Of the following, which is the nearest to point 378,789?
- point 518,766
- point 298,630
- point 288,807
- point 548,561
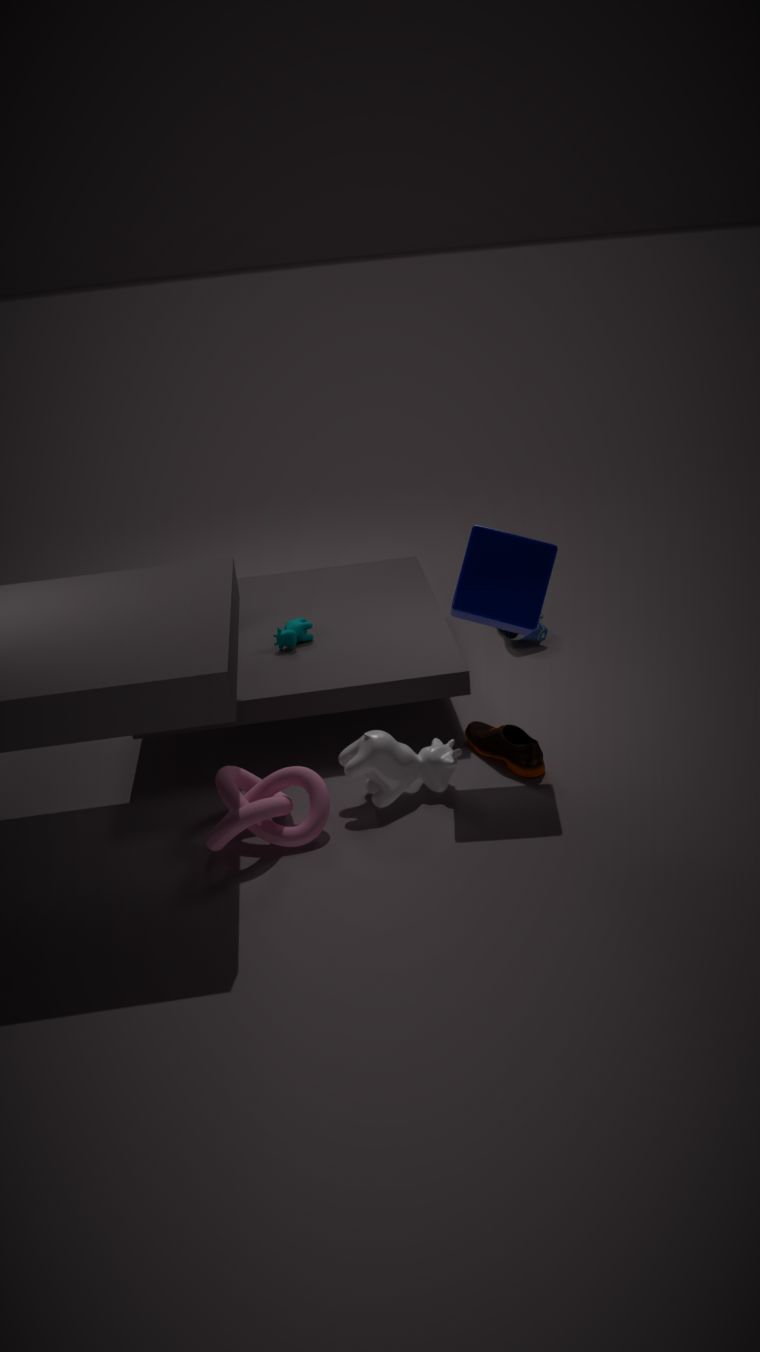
point 518,766
